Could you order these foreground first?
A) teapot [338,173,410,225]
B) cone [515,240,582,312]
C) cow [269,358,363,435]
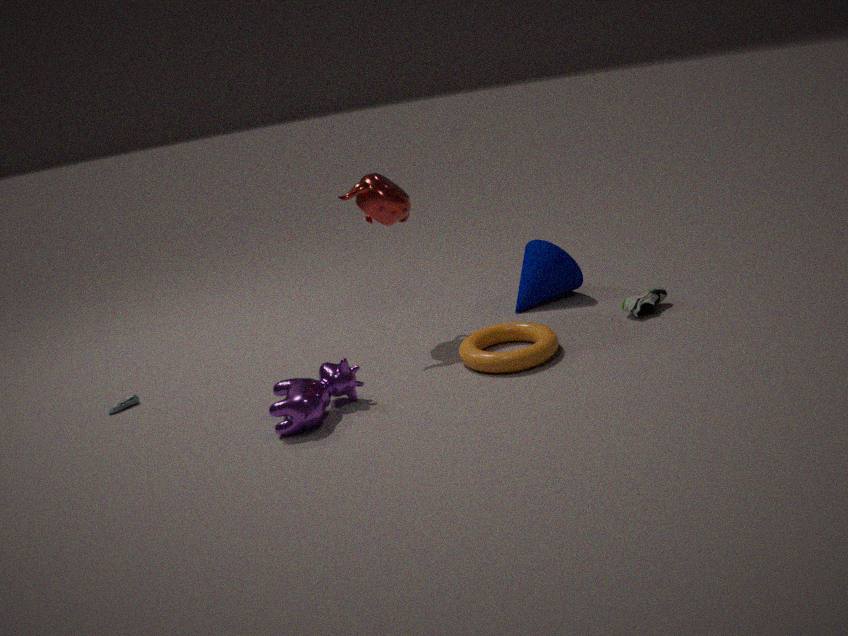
cow [269,358,363,435] < teapot [338,173,410,225] < cone [515,240,582,312]
